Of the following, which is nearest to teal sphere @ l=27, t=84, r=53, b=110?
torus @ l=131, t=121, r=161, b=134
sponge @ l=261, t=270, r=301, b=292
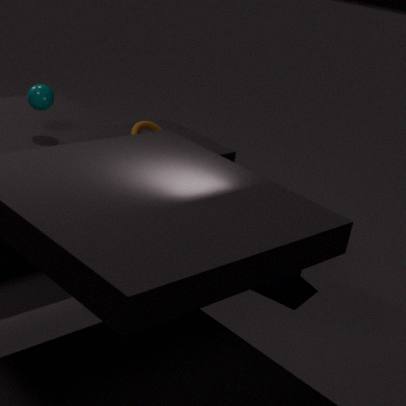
torus @ l=131, t=121, r=161, b=134
